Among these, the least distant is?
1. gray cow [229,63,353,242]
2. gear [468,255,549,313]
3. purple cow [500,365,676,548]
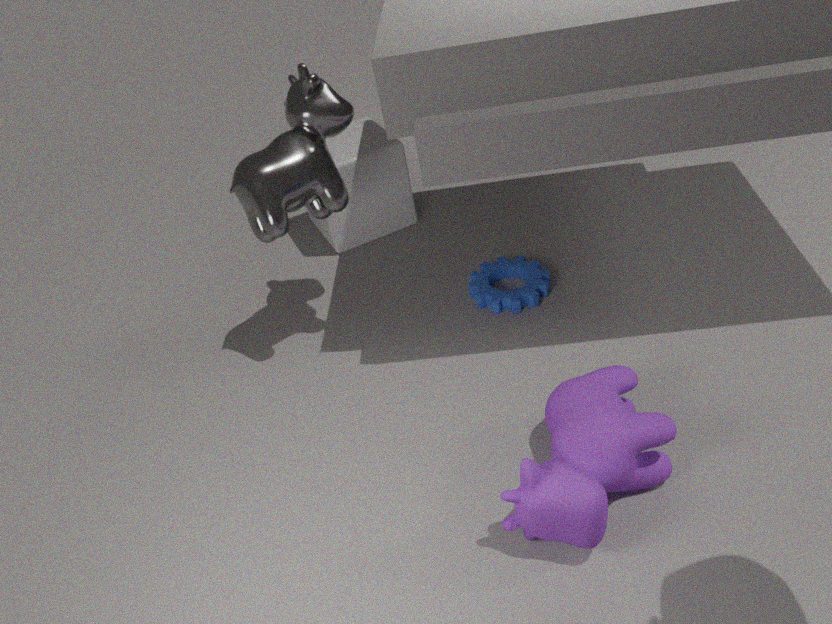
purple cow [500,365,676,548]
